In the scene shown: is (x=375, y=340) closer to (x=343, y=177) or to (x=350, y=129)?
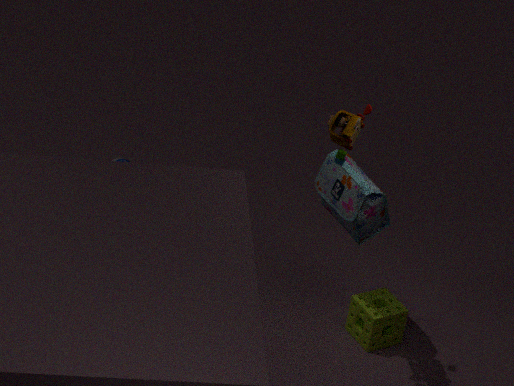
Result: (x=343, y=177)
